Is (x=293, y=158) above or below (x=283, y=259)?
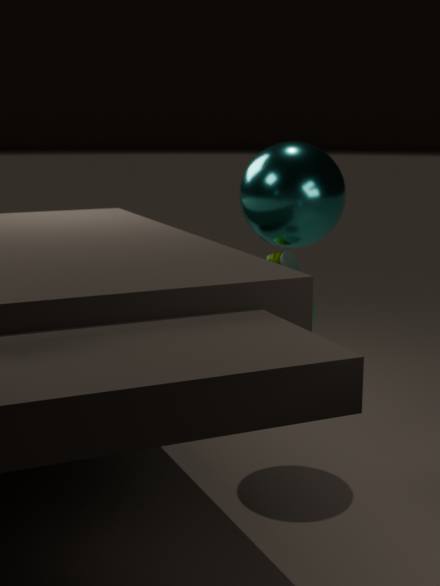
above
